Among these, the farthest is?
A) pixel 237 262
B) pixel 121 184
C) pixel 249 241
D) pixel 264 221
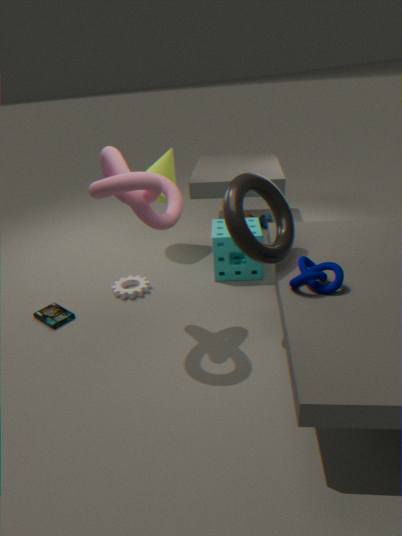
pixel 264 221
